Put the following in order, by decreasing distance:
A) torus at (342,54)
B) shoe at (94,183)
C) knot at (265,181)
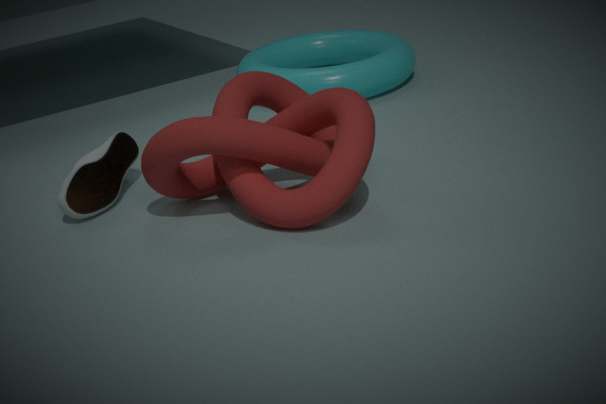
A. torus at (342,54)
B. shoe at (94,183)
C. knot at (265,181)
